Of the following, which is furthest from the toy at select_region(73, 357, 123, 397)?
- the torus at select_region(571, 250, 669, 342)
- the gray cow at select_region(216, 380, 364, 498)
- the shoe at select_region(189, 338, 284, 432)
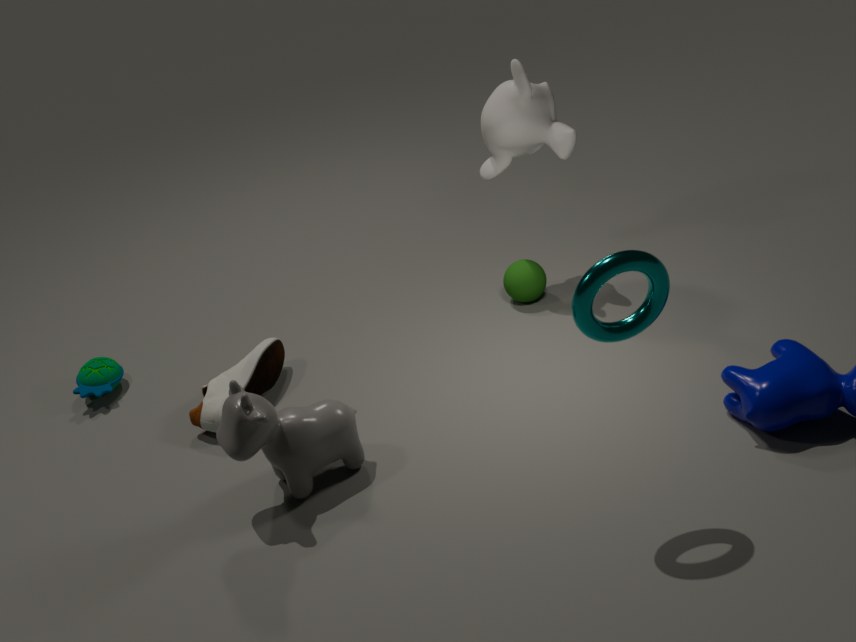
the torus at select_region(571, 250, 669, 342)
